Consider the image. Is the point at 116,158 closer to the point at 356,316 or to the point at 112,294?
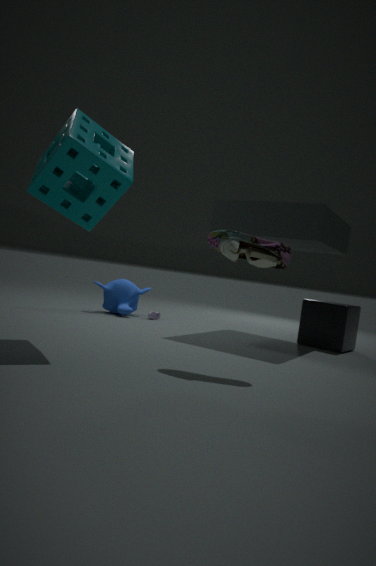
the point at 112,294
